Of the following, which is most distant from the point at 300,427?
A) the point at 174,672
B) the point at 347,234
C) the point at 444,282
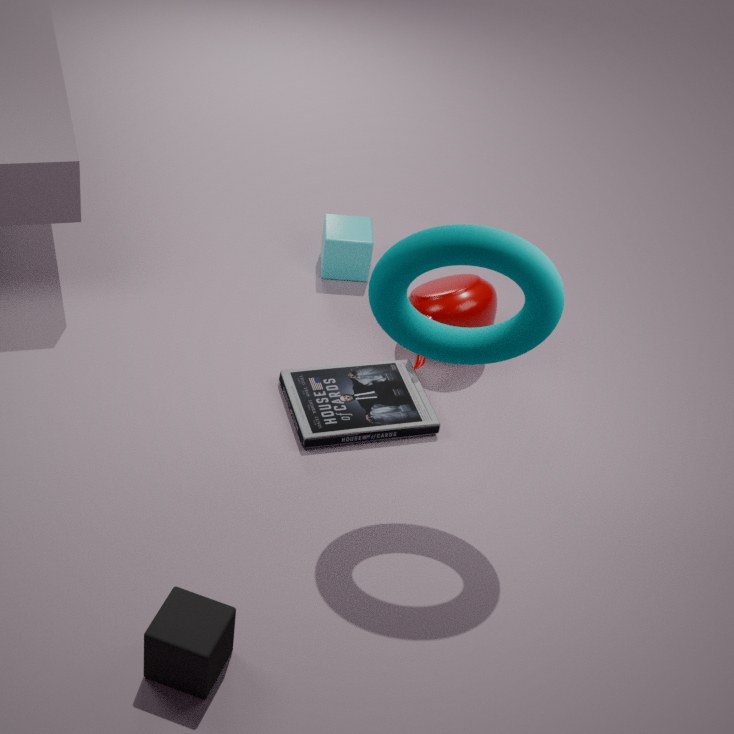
the point at 174,672
